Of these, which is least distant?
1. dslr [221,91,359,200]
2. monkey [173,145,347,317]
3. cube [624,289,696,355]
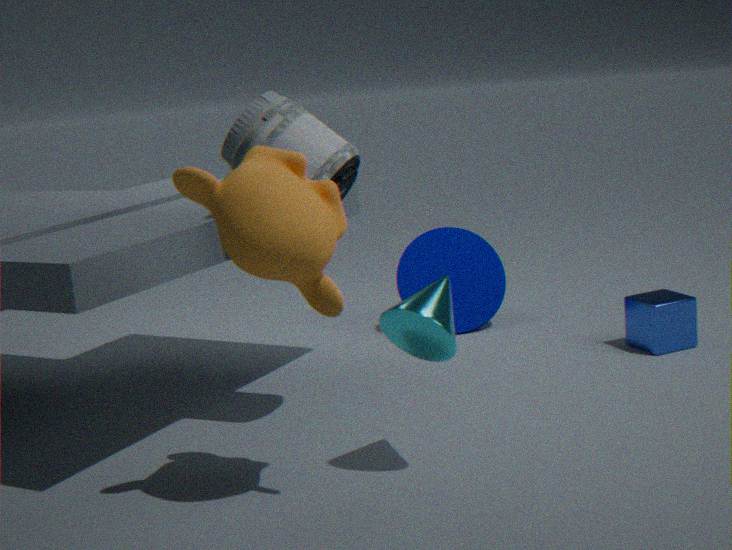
monkey [173,145,347,317]
